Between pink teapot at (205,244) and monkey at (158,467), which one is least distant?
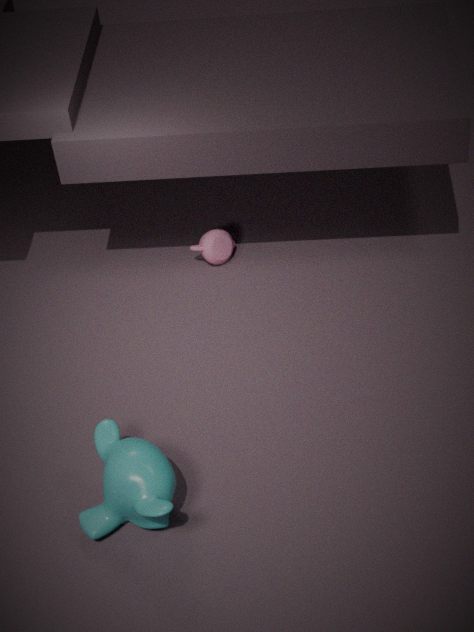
monkey at (158,467)
